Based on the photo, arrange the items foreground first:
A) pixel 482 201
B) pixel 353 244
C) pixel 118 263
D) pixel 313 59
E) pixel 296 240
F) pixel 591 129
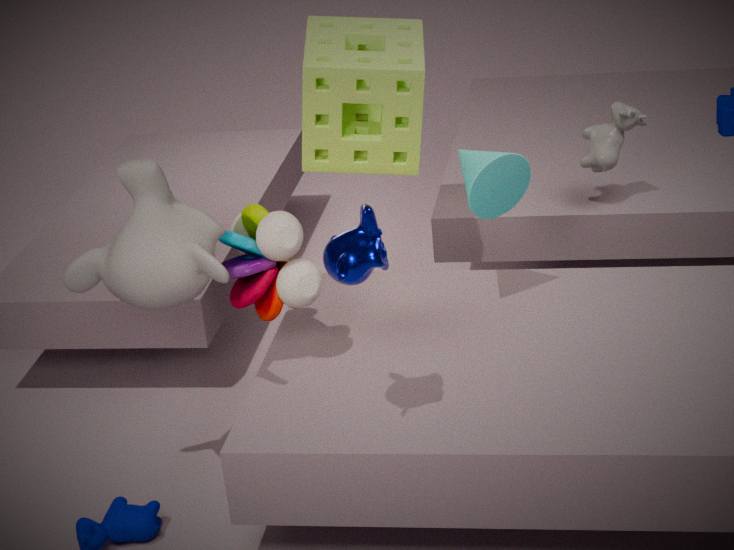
B. pixel 353 244 < C. pixel 118 263 < E. pixel 296 240 < A. pixel 482 201 < D. pixel 313 59 < F. pixel 591 129
